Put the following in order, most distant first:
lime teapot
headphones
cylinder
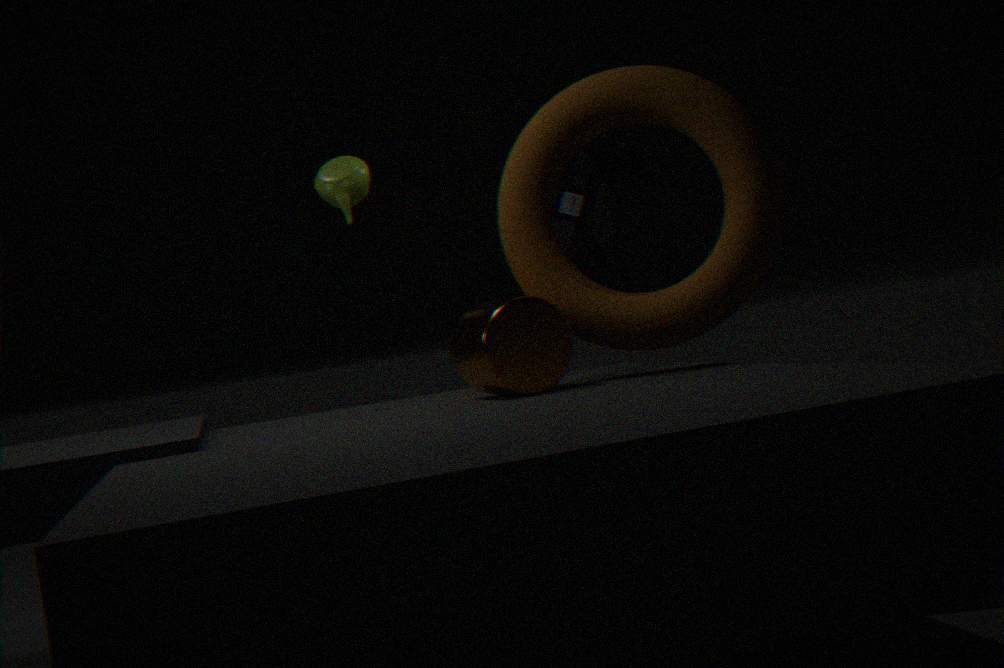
lime teapot, headphones, cylinder
